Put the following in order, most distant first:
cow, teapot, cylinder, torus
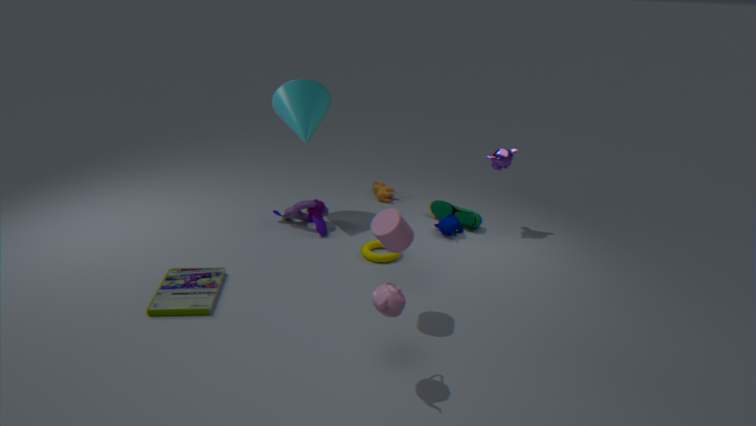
cow → torus → cylinder → teapot
